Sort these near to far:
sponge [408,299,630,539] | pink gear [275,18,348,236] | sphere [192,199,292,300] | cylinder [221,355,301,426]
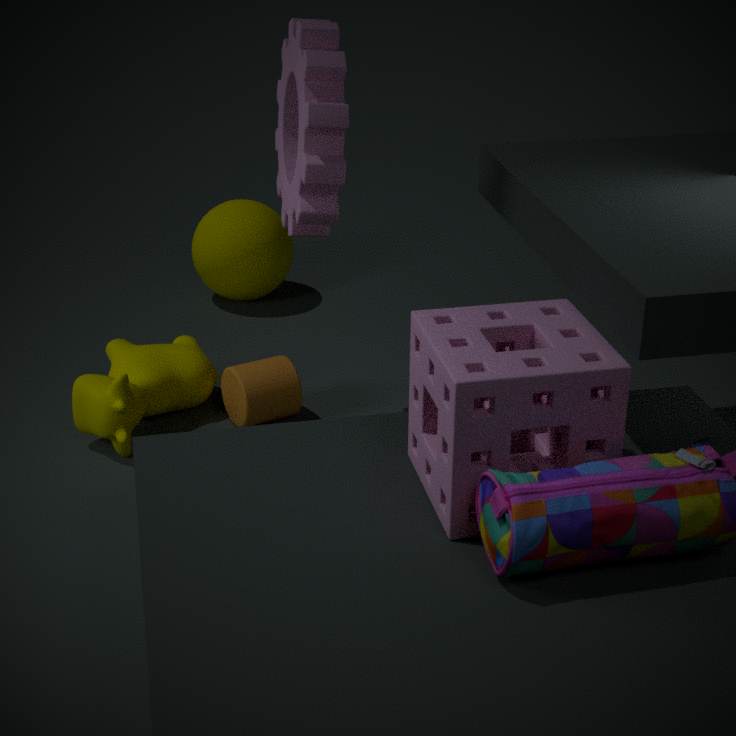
sponge [408,299,630,539], pink gear [275,18,348,236], cylinder [221,355,301,426], sphere [192,199,292,300]
